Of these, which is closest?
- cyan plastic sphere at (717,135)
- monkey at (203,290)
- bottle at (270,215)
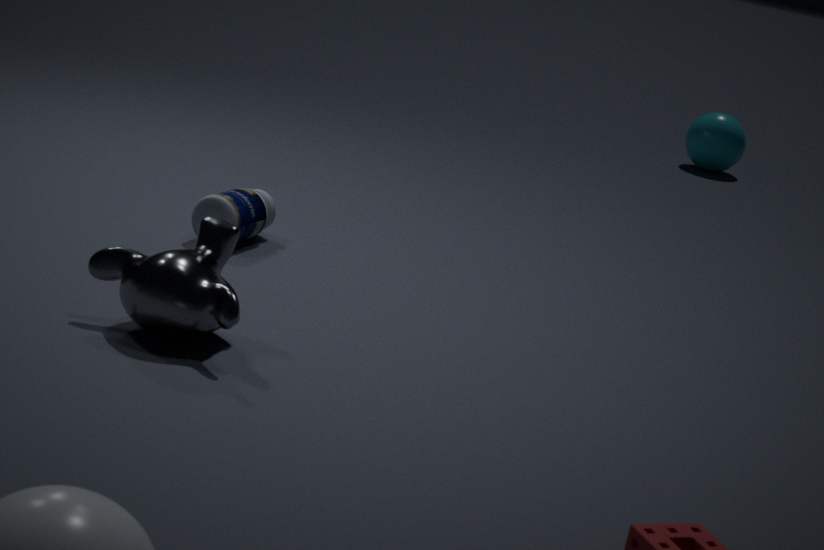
monkey at (203,290)
